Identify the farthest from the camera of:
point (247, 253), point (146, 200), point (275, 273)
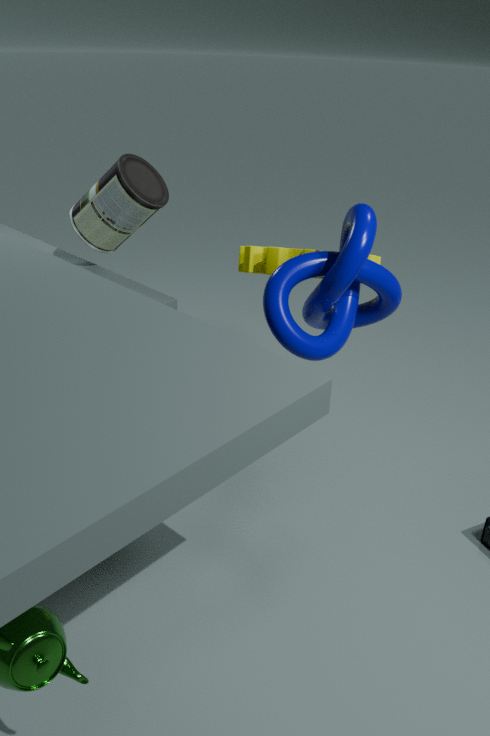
point (146, 200)
